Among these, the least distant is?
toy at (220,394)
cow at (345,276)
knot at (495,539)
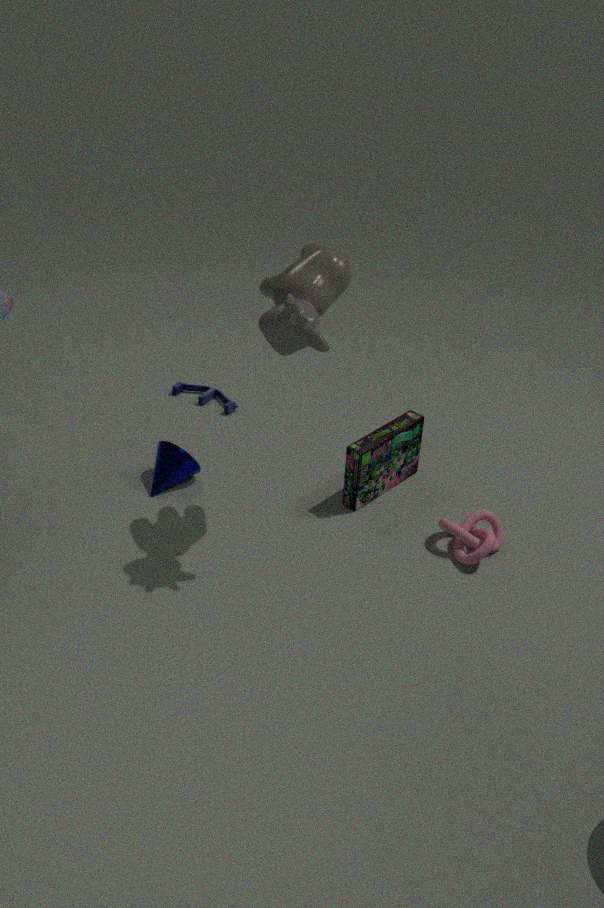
cow at (345,276)
